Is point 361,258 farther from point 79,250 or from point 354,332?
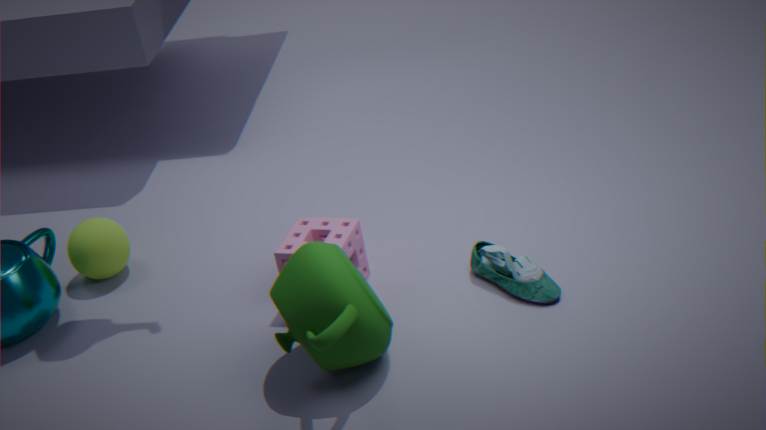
point 79,250
